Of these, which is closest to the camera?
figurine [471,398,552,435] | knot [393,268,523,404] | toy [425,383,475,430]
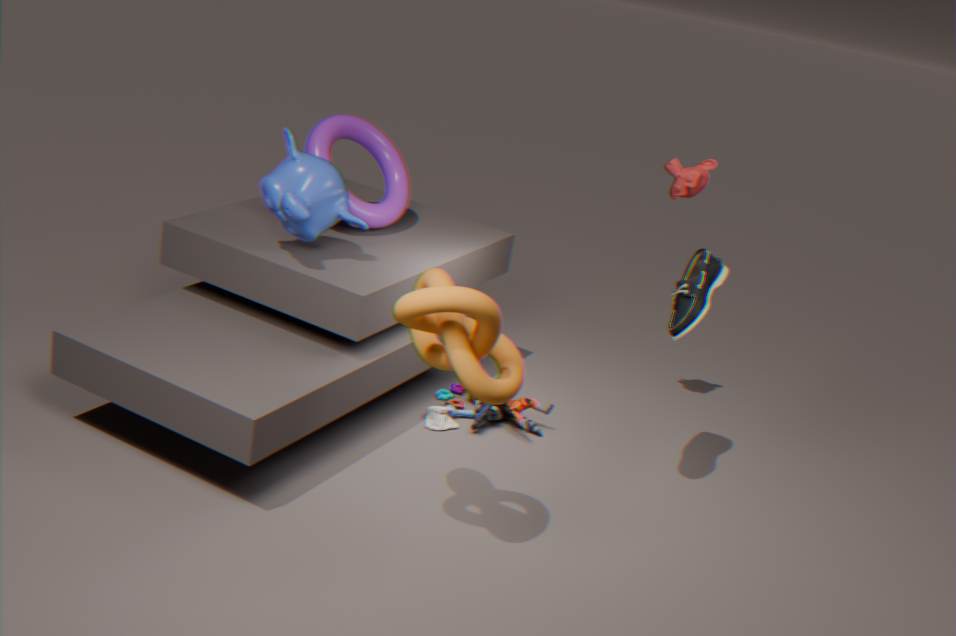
knot [393,268,523,404]
